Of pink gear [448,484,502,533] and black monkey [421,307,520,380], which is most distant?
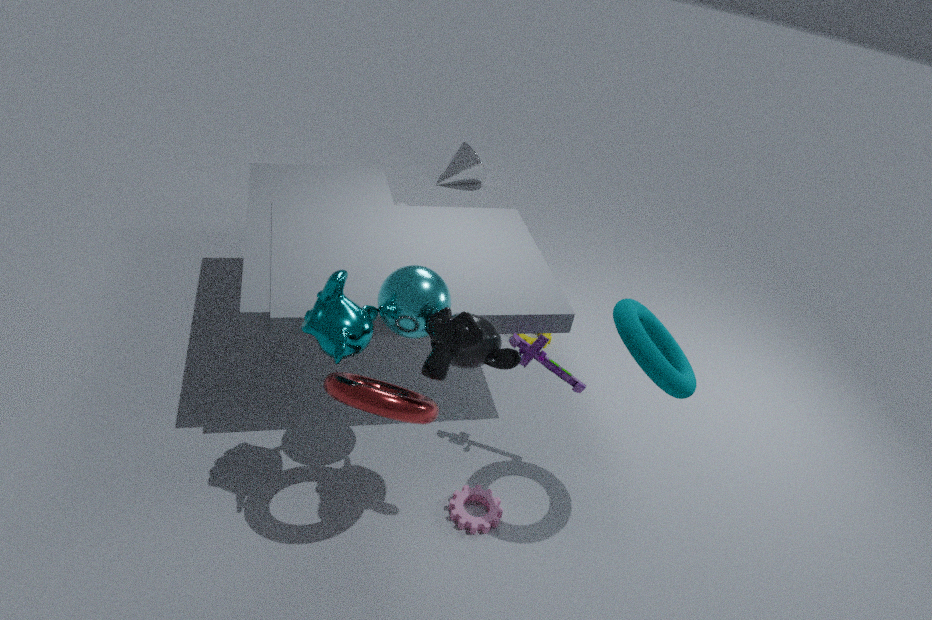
pink gear [448,484,502,533]
